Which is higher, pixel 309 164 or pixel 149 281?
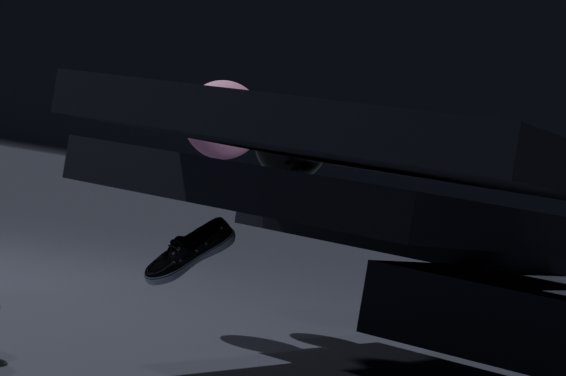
pixel 309 164
